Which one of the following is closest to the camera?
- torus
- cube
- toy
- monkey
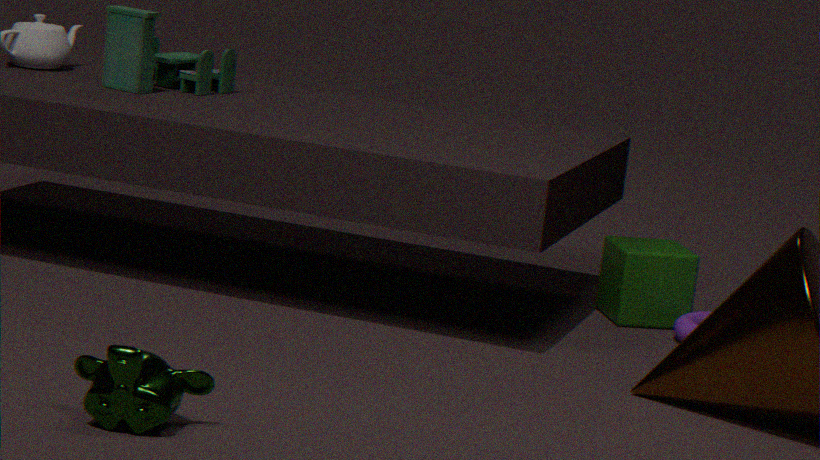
monkey
